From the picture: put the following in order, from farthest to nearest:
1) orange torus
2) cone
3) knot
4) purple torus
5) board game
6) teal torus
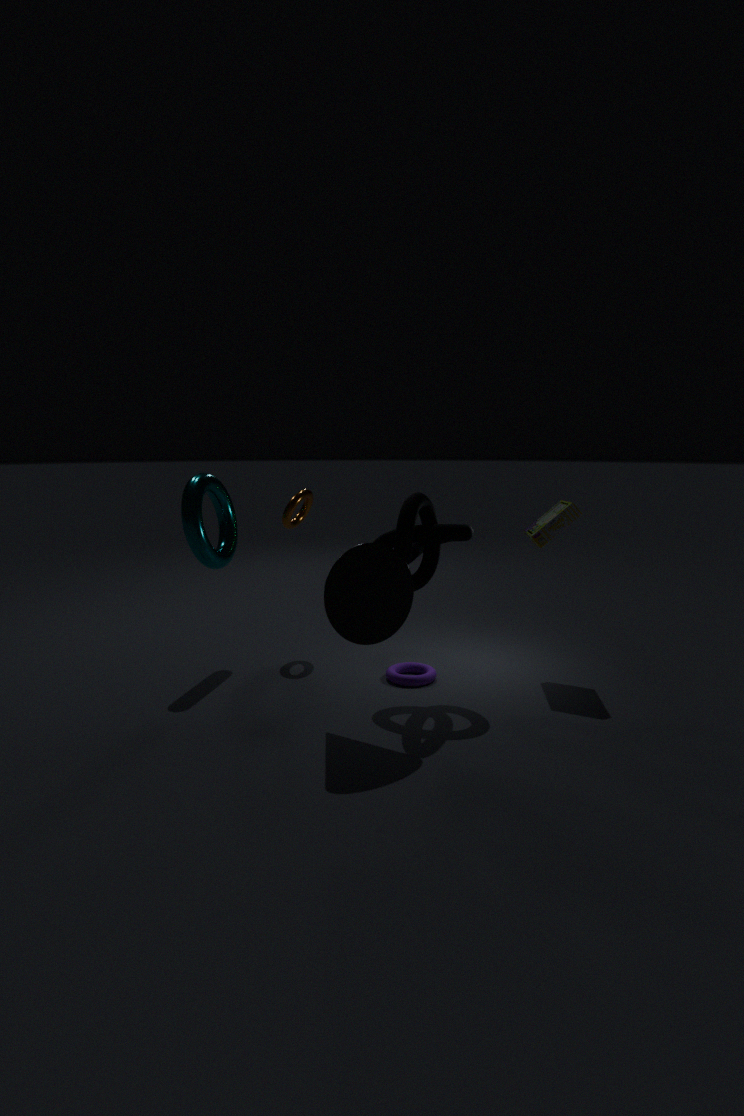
1. 1. orange torus
2. 6. teal torus
3. 4. purple torus
4. 5. board game
5. 3. knot
6. 2. cone
